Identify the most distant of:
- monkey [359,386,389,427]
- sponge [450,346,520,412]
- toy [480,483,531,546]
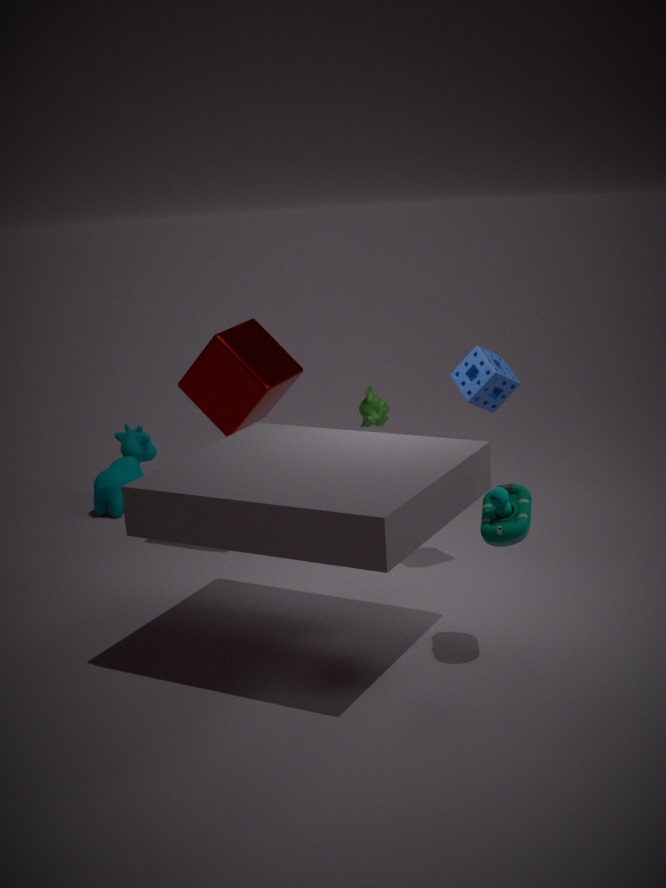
monkey [359,386,389,427]
